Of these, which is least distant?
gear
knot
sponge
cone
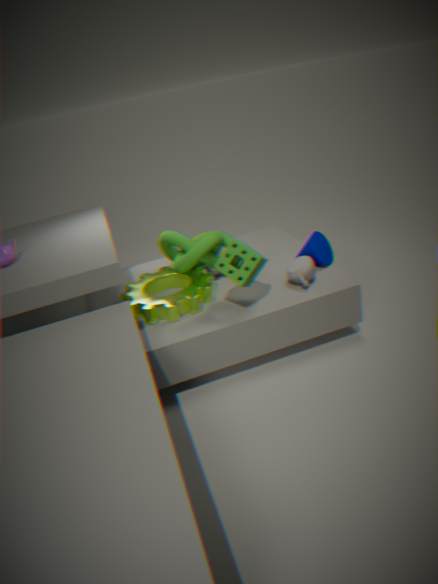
sponge
